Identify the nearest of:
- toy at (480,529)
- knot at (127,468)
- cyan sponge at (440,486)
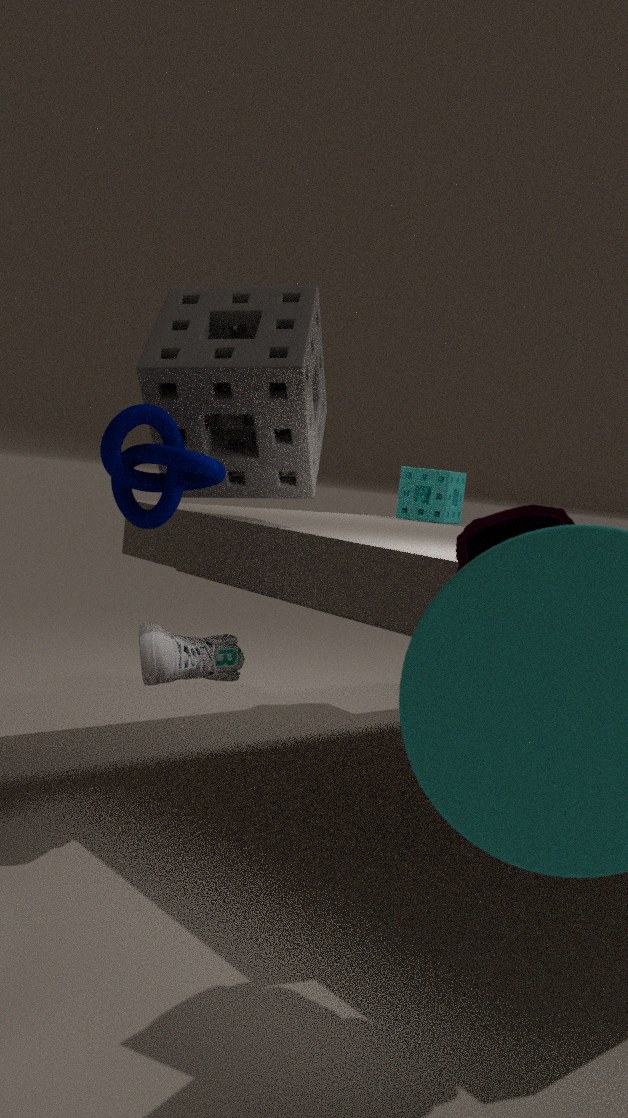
toy at (480,529)
